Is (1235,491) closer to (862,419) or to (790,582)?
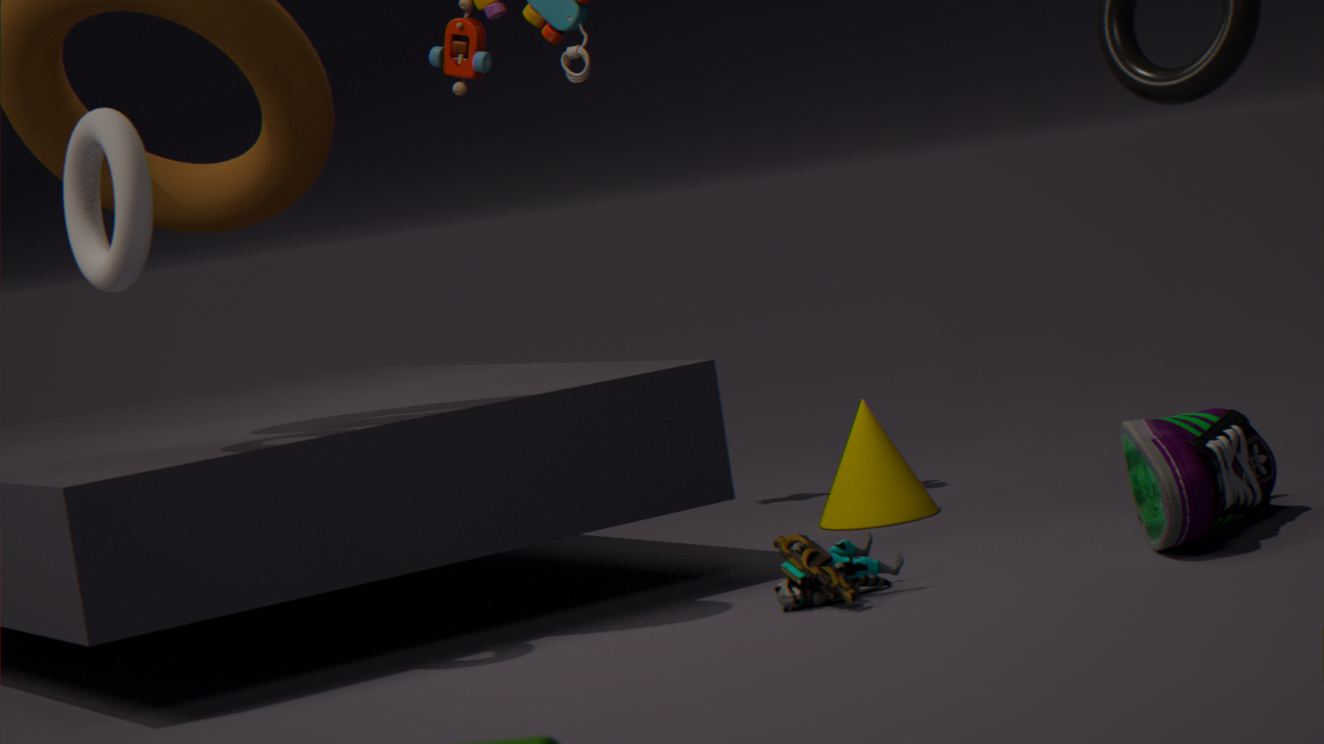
(790,582)
